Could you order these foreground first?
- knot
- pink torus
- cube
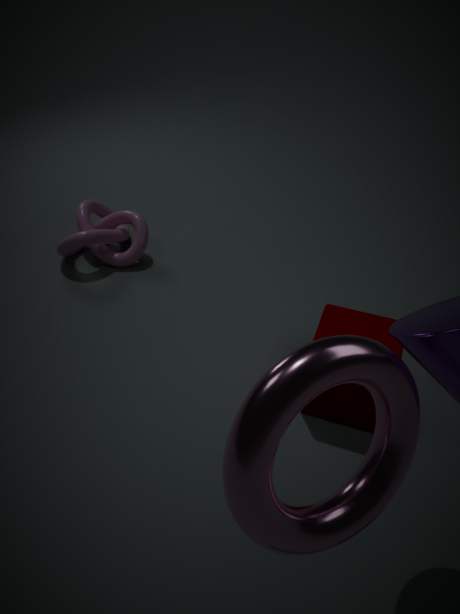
1. pink torus
2. cube
3. knot
